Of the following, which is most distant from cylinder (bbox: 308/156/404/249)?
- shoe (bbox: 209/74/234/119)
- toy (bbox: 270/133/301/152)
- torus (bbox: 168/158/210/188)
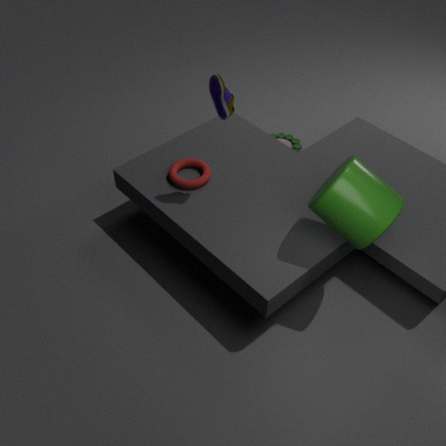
toy (bbox: 270/133/301/152)
